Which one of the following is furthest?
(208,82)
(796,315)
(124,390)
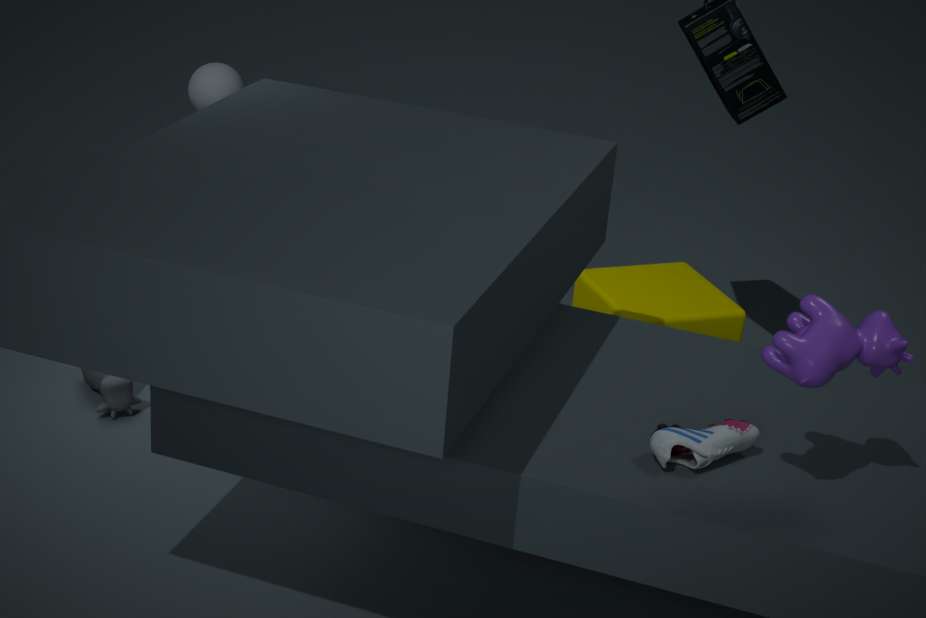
(208,82)
